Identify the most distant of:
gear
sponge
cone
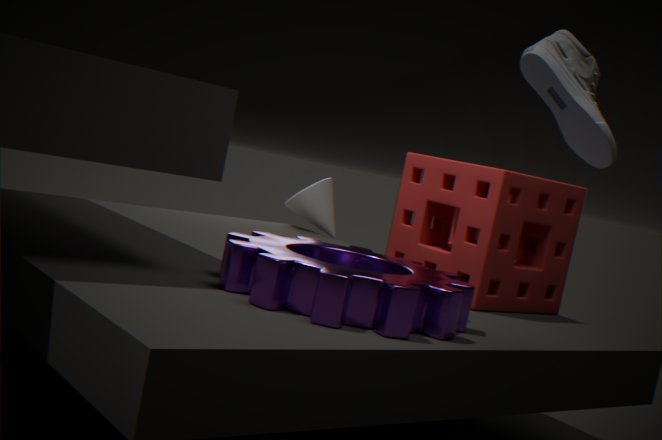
cone
